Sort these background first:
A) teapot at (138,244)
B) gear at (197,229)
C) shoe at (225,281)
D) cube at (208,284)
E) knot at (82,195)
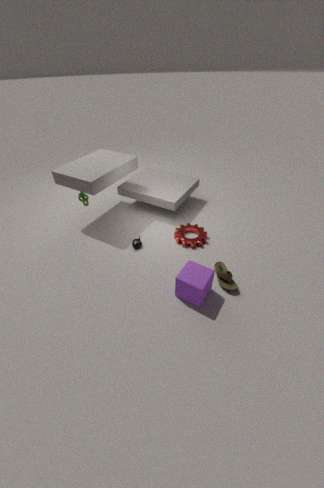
knot at (82,195) → gear at (197,229) → teapot at (138,244) → shoe at (225,281) → cube at (208,284)
